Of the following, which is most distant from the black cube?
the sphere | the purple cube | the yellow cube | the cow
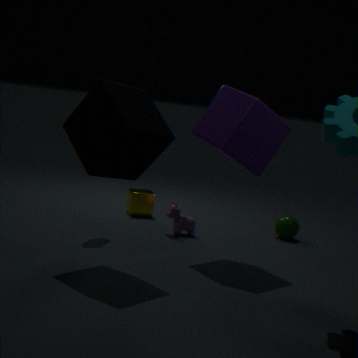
the sphere
